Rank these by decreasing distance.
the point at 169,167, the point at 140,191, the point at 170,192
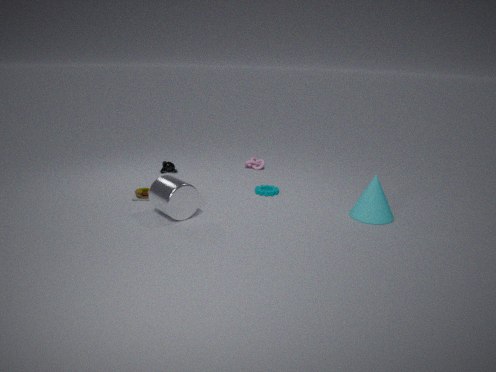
the point at 169,167 → the point at 140,191 → the point at 170,192
